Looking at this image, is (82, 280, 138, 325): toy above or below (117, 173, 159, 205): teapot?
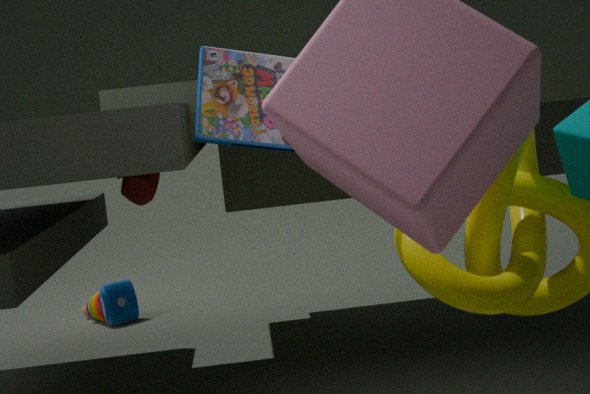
below
